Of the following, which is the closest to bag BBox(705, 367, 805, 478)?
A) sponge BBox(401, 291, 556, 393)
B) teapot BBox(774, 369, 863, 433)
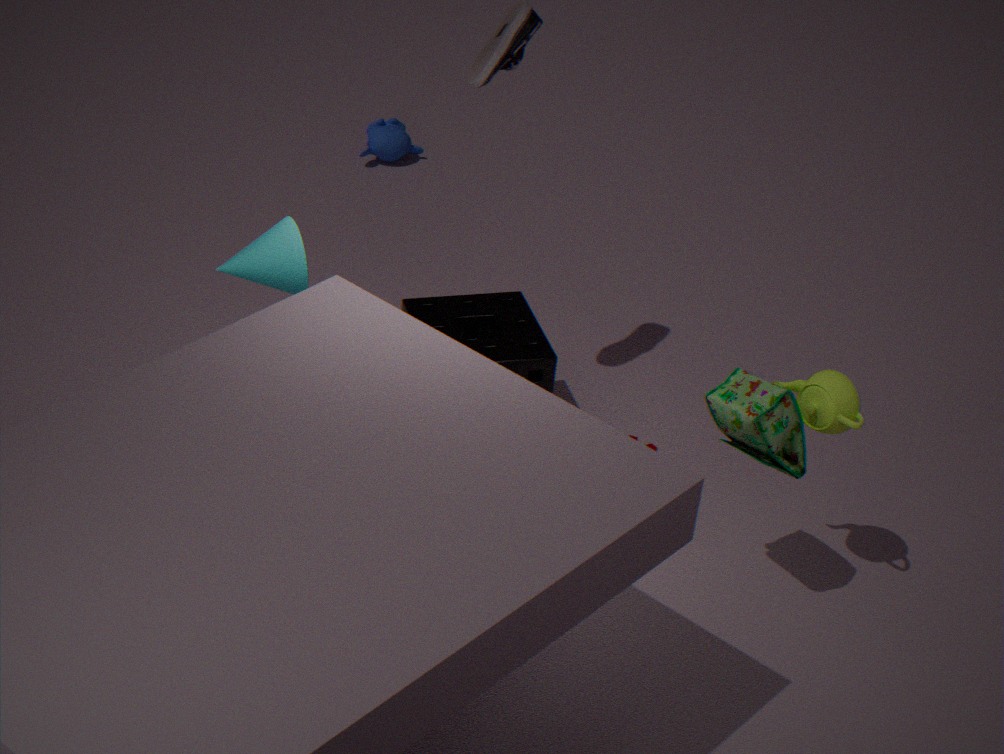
teapot BBox(774, 369, 863, 433)
